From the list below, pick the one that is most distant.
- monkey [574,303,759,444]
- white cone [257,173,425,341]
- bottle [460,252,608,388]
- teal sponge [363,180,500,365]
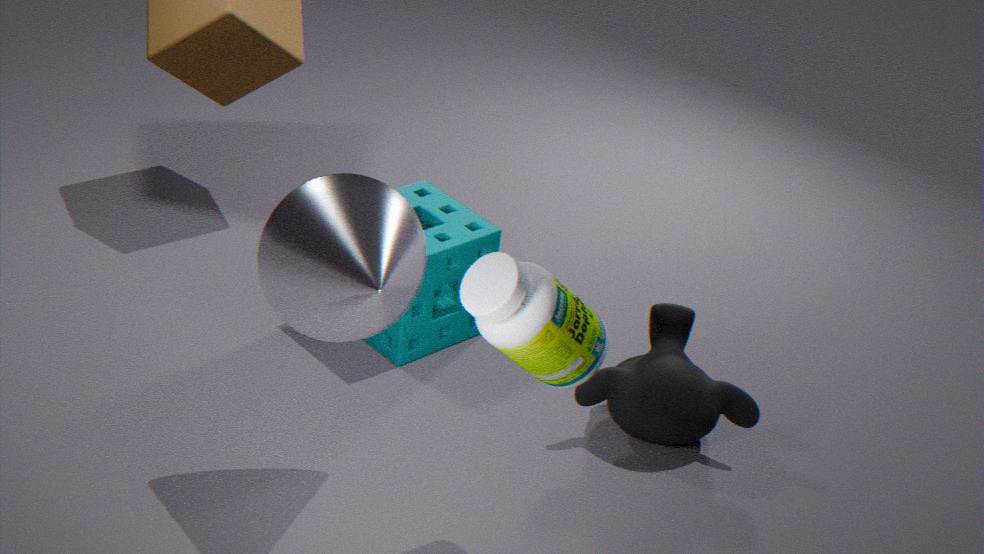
teal sponge [363,180,500,365]
